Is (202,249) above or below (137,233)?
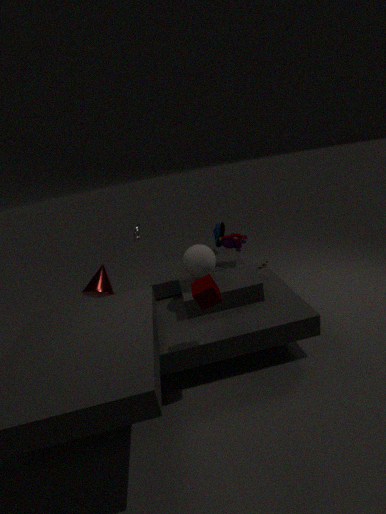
below
